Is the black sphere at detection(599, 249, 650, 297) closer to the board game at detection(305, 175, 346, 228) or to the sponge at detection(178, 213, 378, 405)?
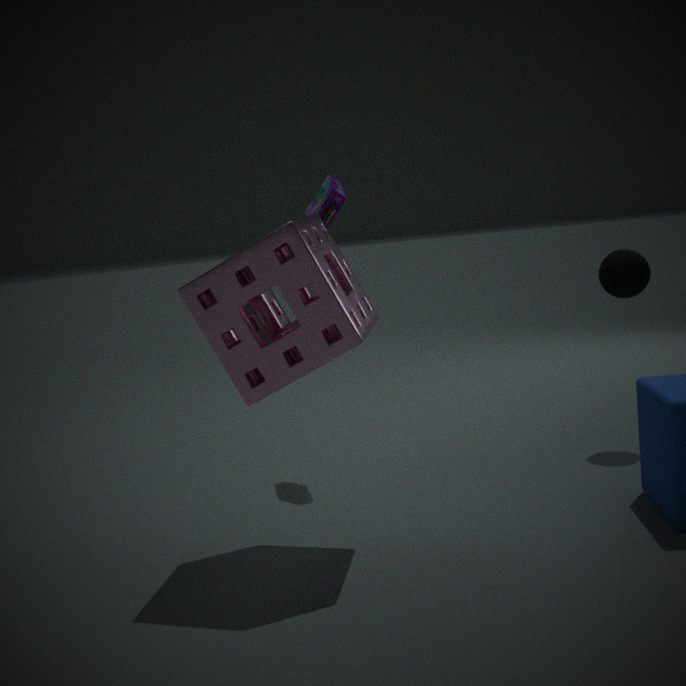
the board game at detection(305, 175, 346, 228)
